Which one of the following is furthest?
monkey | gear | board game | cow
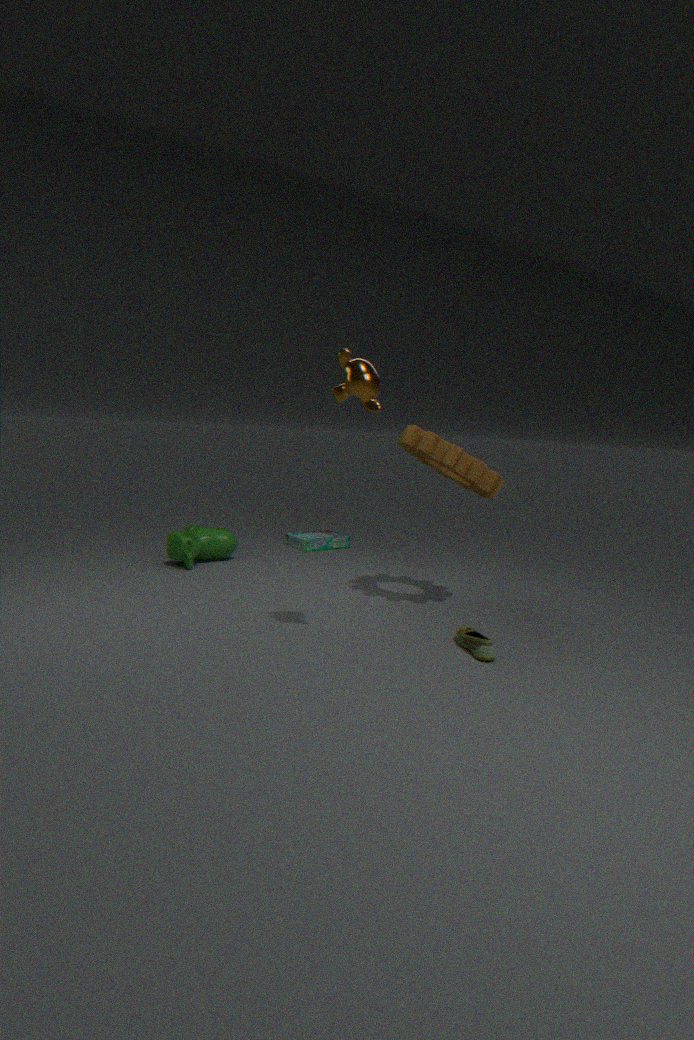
board game
